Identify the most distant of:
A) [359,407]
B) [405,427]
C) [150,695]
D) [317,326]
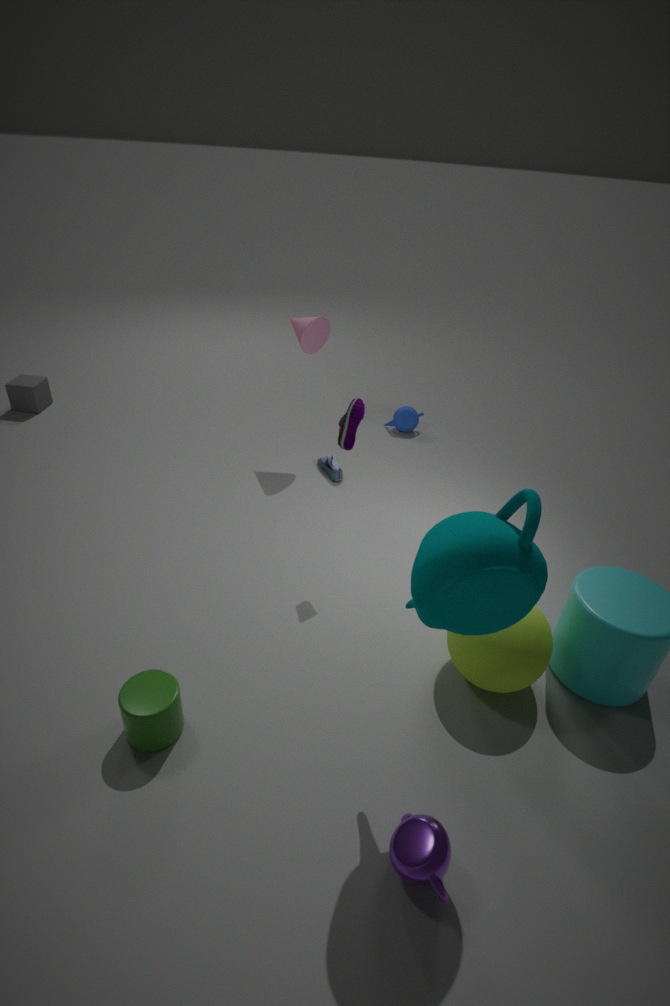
[405,427]
